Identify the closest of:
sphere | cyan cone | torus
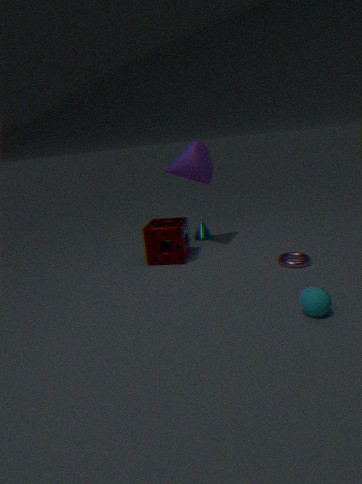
sphere
